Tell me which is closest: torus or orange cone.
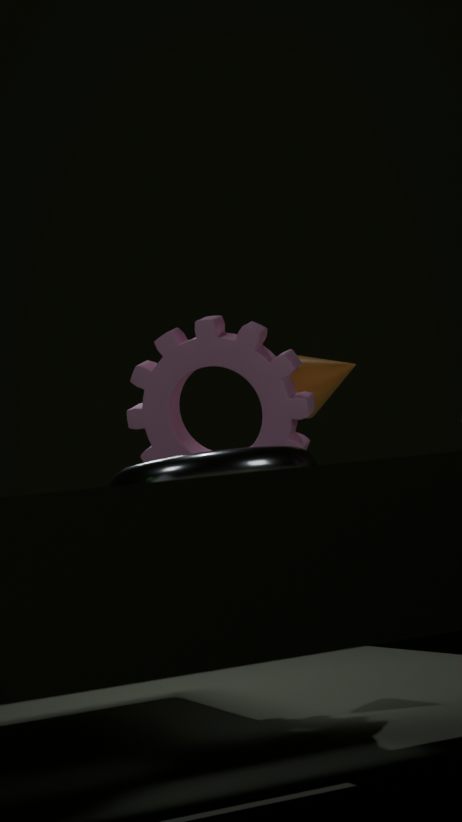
torus
